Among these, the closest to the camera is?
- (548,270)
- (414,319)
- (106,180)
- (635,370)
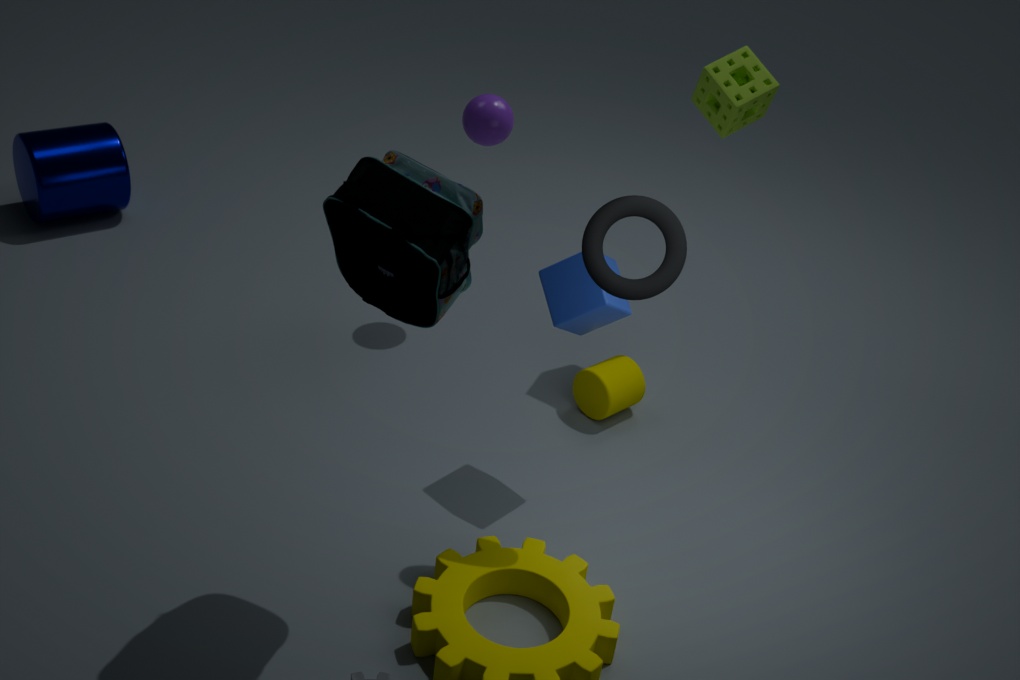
(414,319)
